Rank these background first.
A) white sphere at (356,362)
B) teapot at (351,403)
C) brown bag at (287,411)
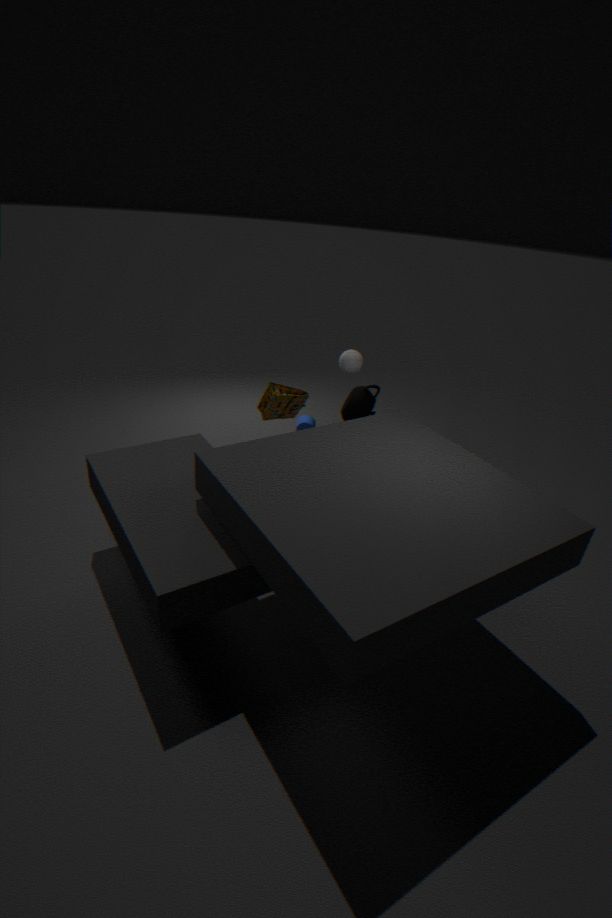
brown bag at (287,411)
teapot at (351,403)
white sphere at (356,362)
